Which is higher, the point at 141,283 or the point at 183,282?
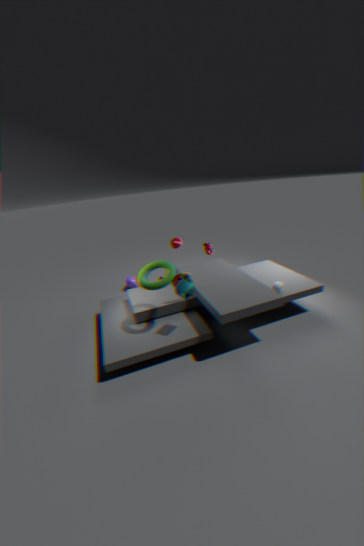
the point at 141,283
